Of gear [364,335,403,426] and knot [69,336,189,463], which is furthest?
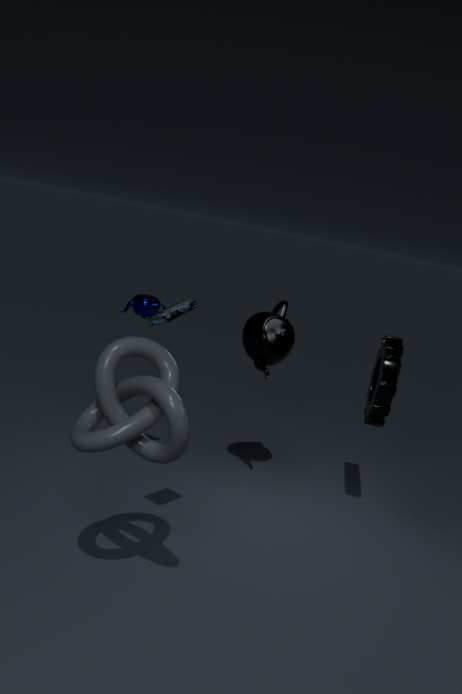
gear [364,335,403,426]
